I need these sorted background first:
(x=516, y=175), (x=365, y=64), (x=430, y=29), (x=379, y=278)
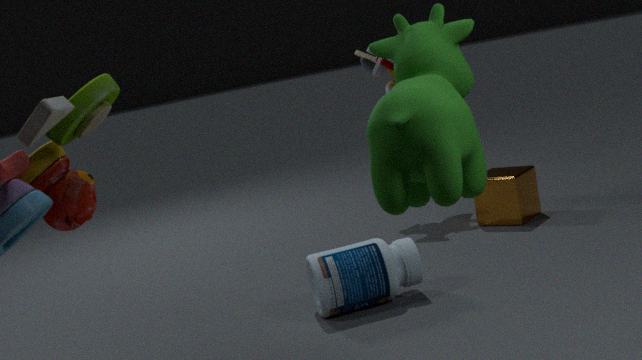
(x=365, y=64), (x=516, y=175), (x=379, y=278), (x=430, y=29)
